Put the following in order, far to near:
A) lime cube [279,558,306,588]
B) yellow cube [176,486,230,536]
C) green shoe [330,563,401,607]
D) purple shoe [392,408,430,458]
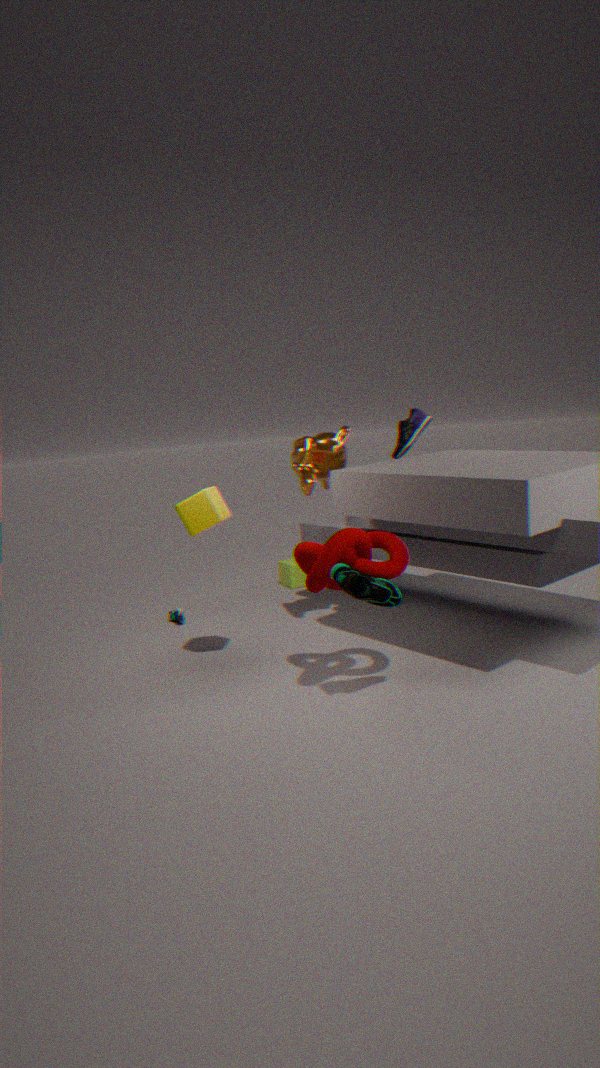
lime cube [279,558,306,588] → purple shoe [392,408,430,458] → yellow cube [176,486,230,536] → green shoe [330,563,401,607]
